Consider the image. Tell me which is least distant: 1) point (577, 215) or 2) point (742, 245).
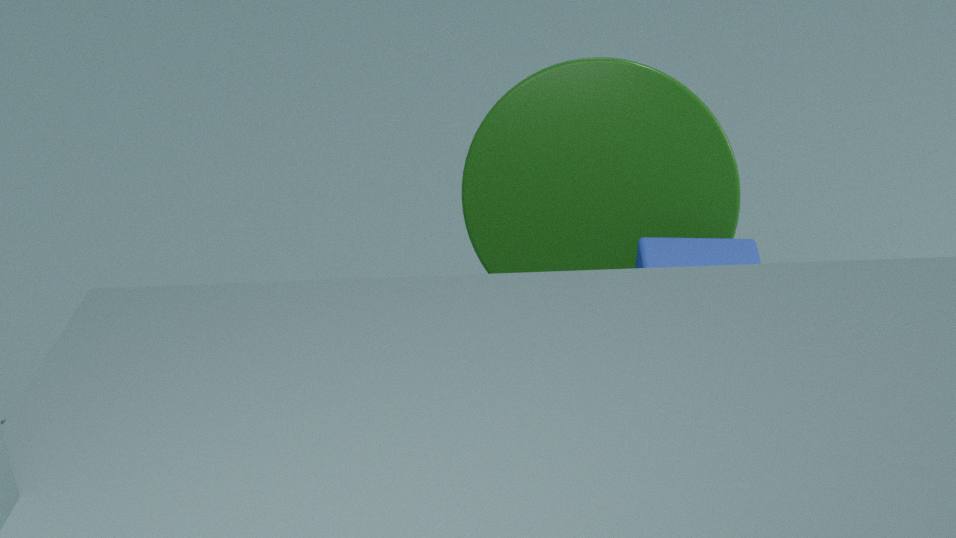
2. point (742, 245)
